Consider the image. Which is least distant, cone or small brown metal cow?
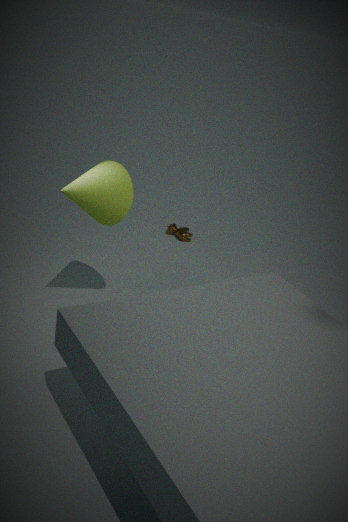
cone
